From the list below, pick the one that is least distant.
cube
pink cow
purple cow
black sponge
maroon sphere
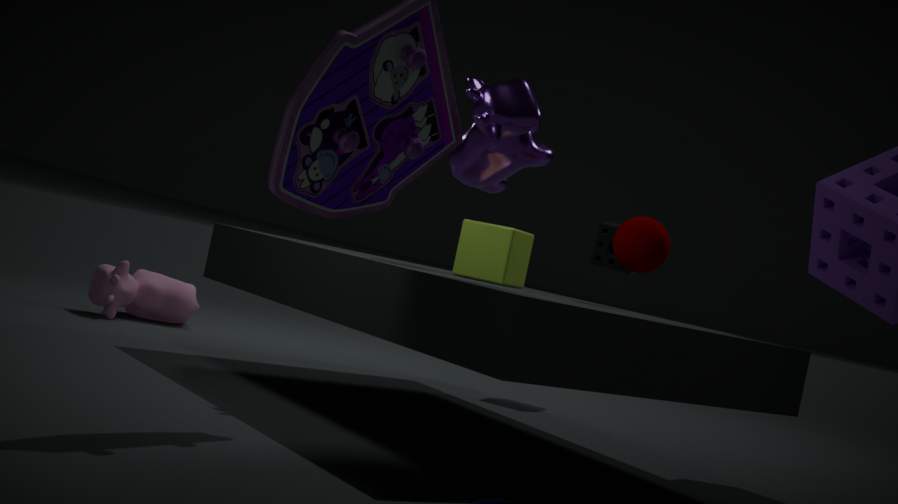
purple cow
